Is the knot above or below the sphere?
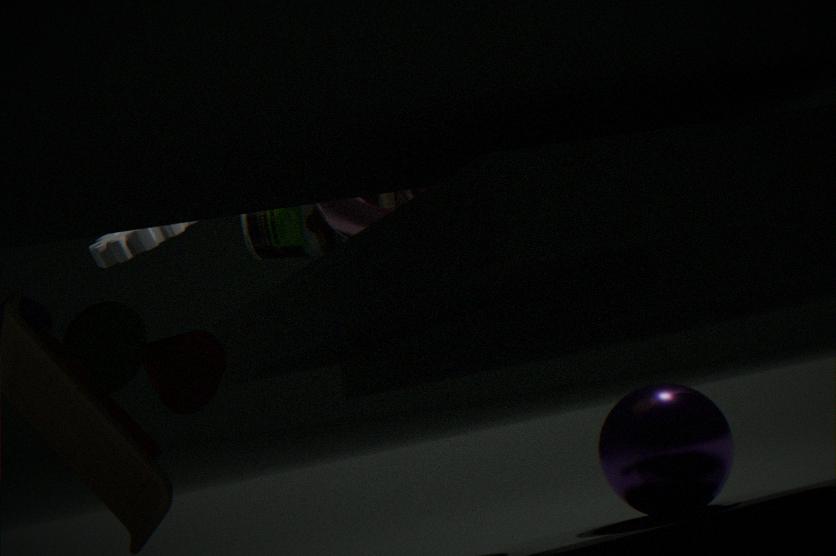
above
